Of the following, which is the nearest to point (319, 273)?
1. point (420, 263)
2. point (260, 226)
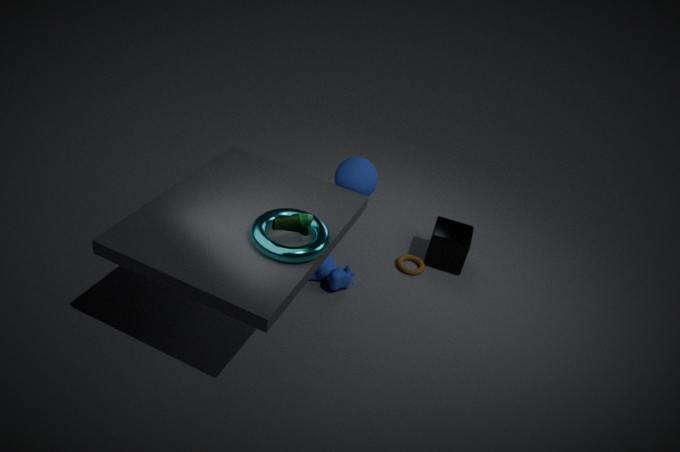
point (420, 263)
